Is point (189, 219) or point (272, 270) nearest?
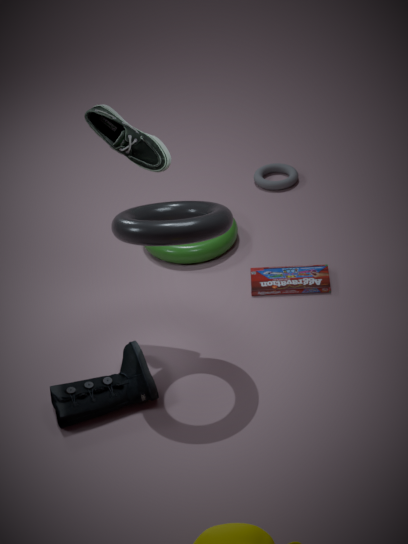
point (189, 219)
